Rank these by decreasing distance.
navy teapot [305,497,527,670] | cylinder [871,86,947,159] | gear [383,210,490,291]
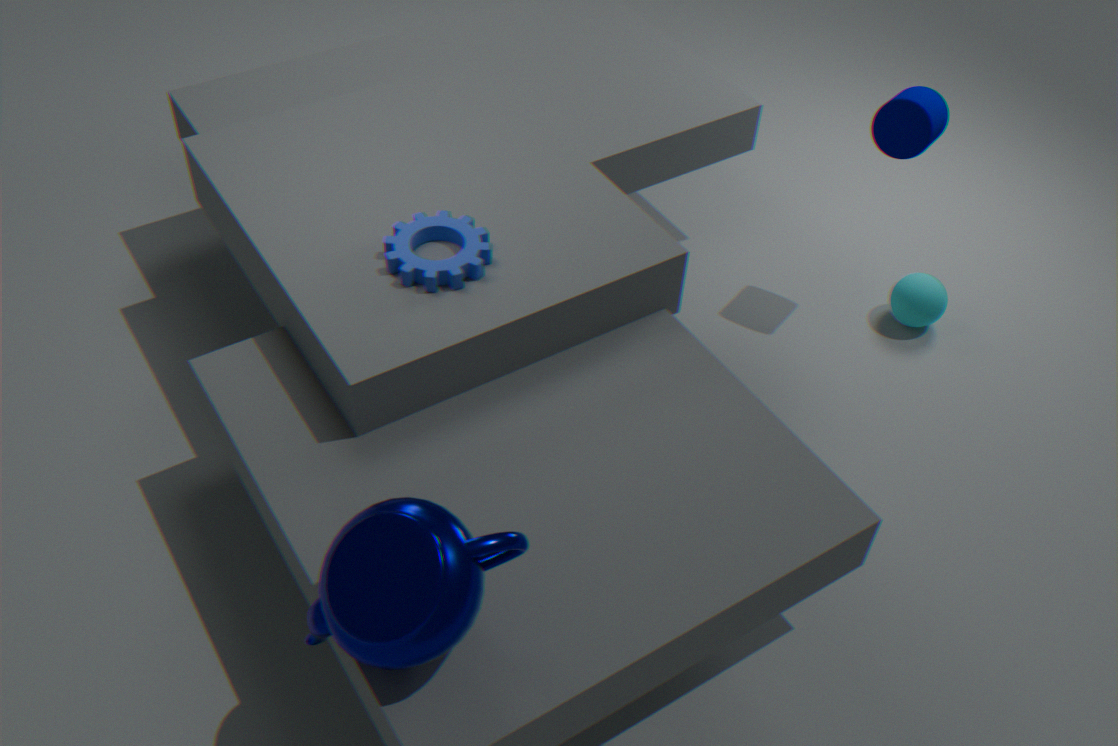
cylinder [871,86,947,159]
gear [383,210,490,291]
navy teapot [305,497,527,670]
